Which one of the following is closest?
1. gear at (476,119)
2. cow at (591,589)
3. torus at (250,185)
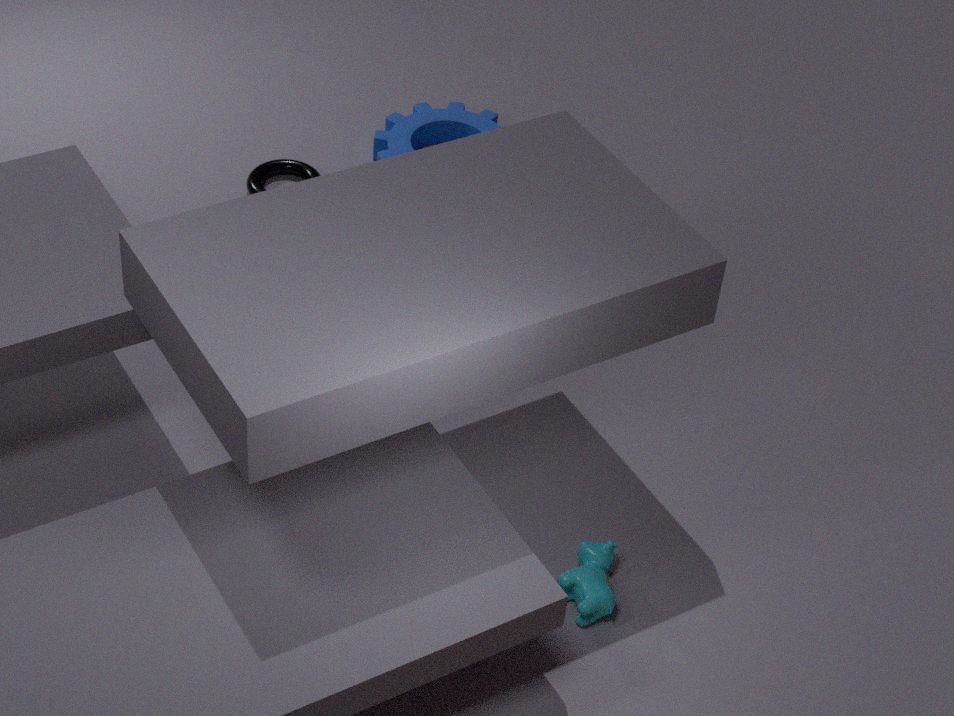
cow at (591,589)
